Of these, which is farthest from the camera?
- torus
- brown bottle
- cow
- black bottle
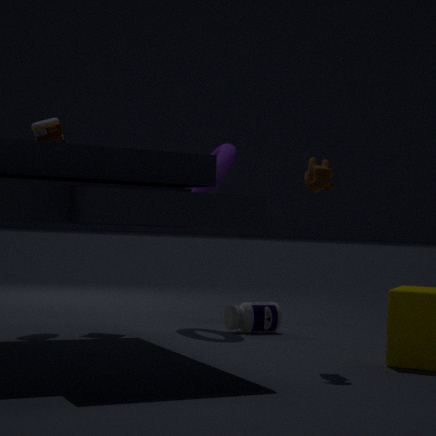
torus
